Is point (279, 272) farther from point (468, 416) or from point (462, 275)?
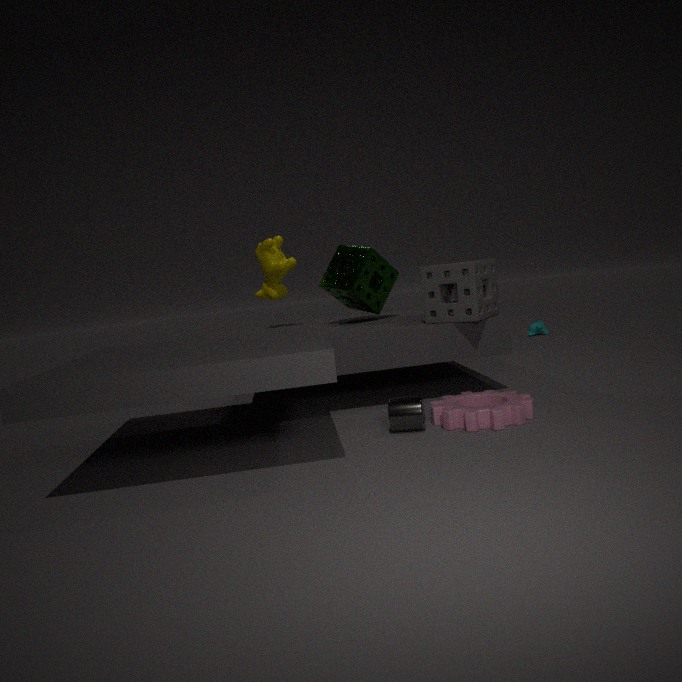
point (468, 416)
